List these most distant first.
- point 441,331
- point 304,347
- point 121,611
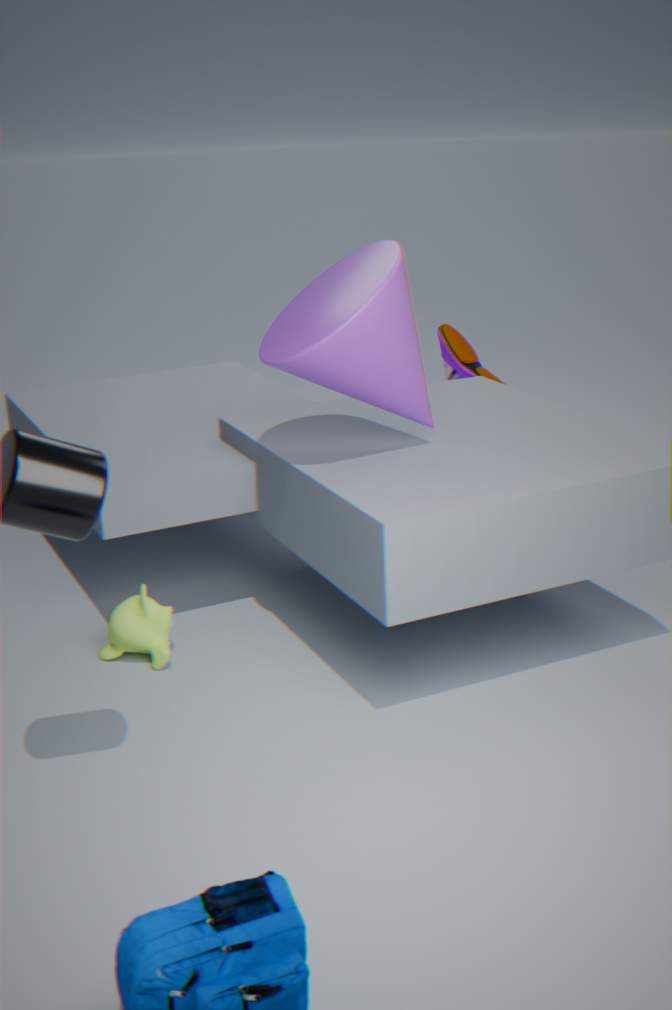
point 441,331 → point 121,611 → point 304,347
